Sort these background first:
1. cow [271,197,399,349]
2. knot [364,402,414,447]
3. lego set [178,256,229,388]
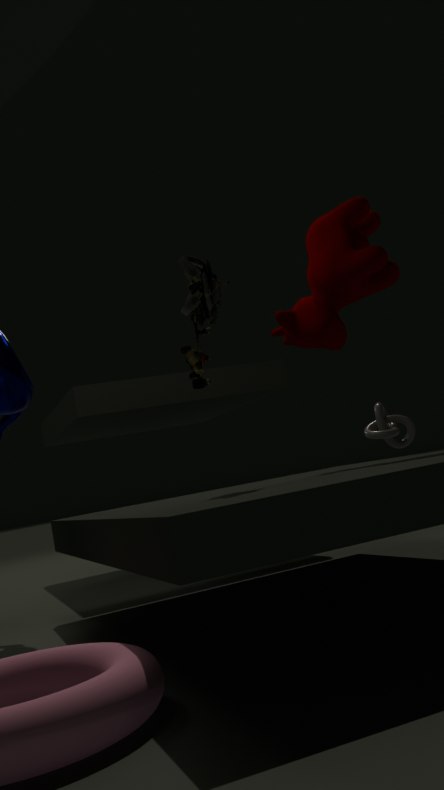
knot [364,402,414,447] < cow [271,197,399,349] < lego set [178,256,229,388]
